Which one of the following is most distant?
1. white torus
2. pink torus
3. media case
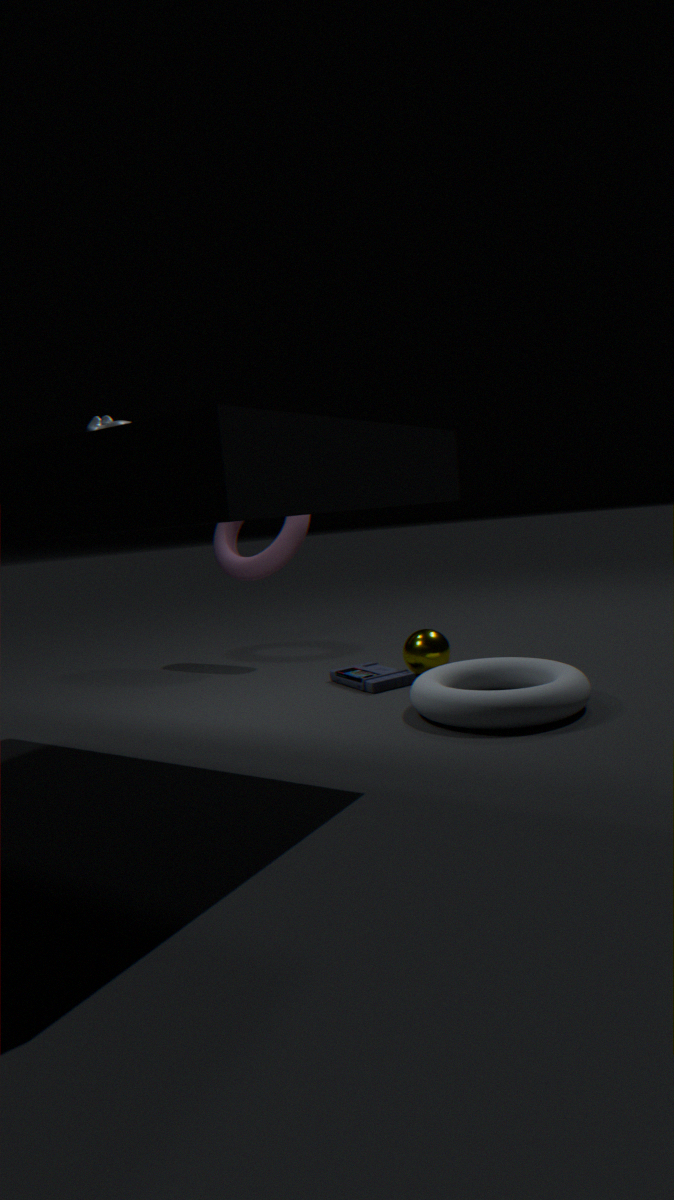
pink torus
